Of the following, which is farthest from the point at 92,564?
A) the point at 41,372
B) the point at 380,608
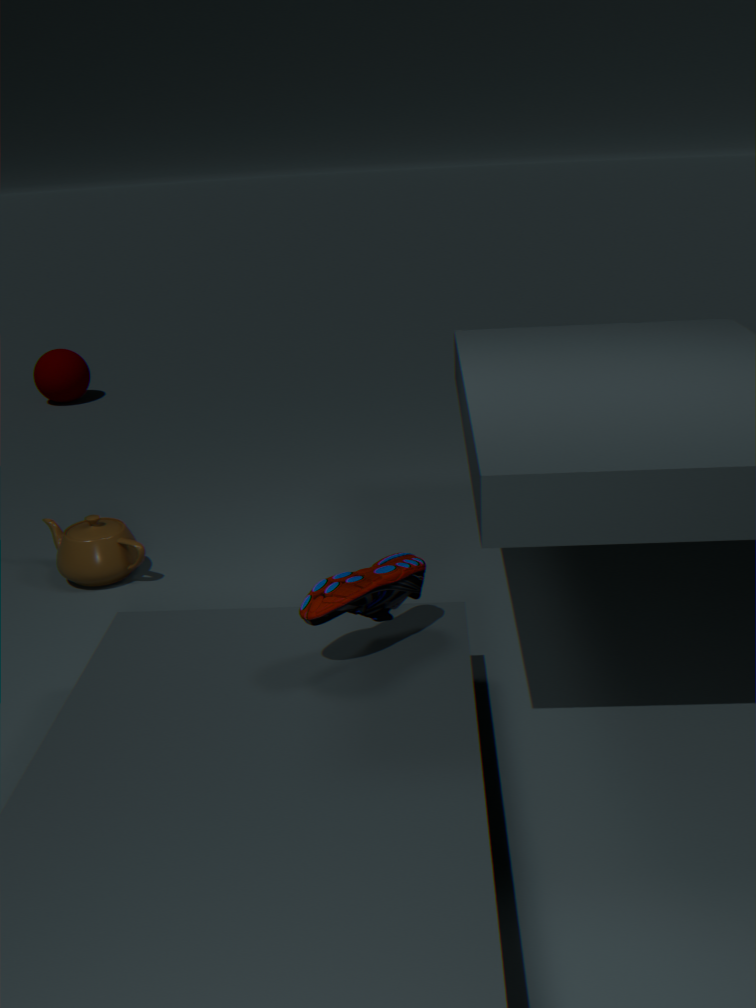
the point at 41,372
